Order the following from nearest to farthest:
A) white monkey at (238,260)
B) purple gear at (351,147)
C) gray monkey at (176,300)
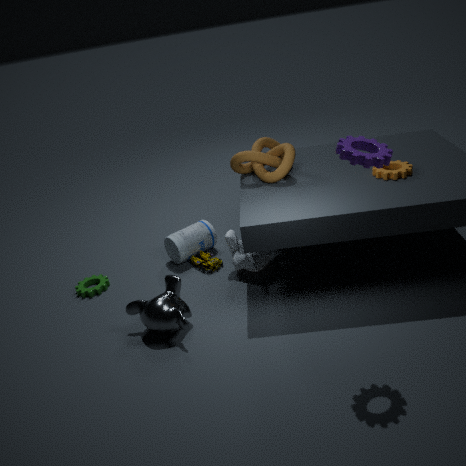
purple gear at (351,147)
gray monkey at (176,300)
white monkey at (238,260)
